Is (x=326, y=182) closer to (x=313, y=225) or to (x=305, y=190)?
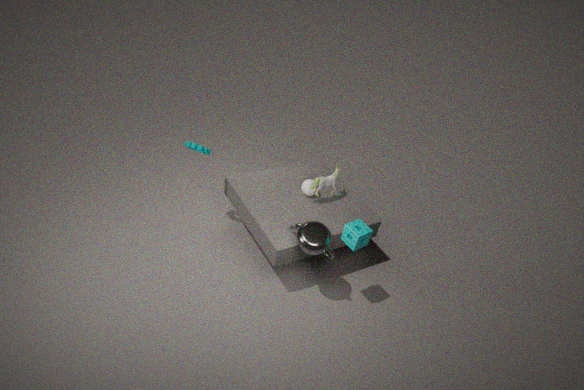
(x=305, y=190)
